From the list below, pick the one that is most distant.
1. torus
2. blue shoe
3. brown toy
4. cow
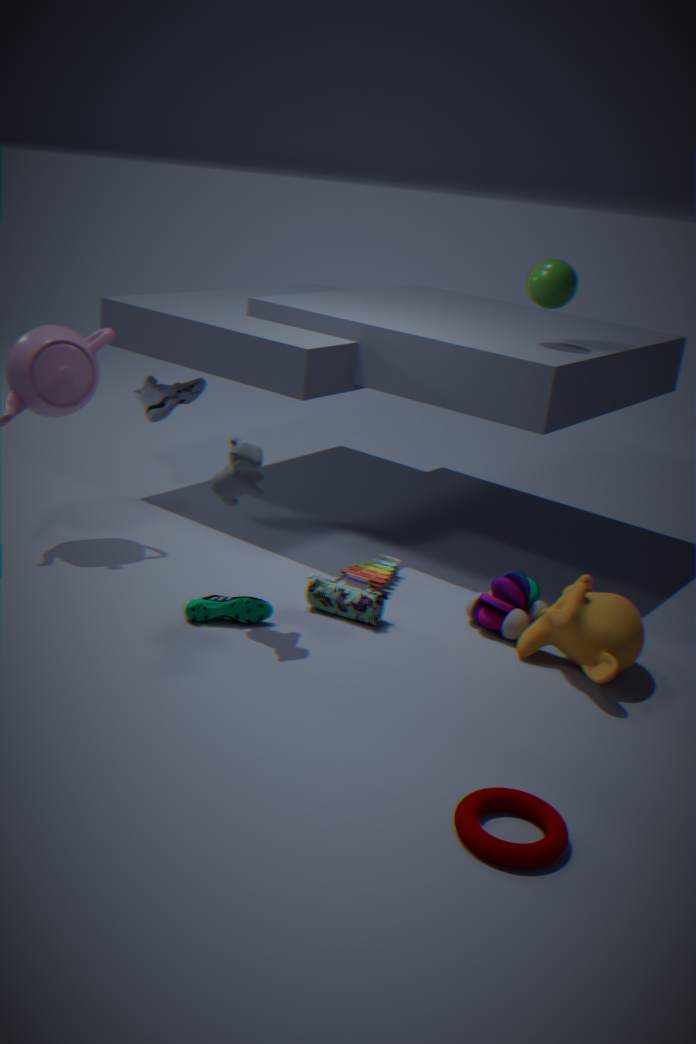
blue shoe
